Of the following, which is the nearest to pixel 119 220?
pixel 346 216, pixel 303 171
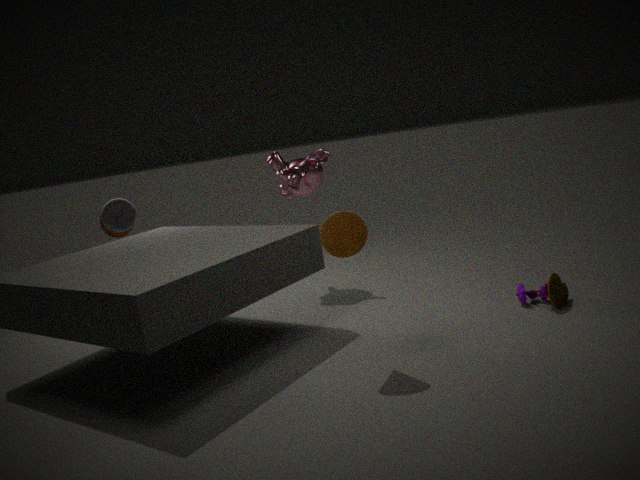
pixel 346 216
